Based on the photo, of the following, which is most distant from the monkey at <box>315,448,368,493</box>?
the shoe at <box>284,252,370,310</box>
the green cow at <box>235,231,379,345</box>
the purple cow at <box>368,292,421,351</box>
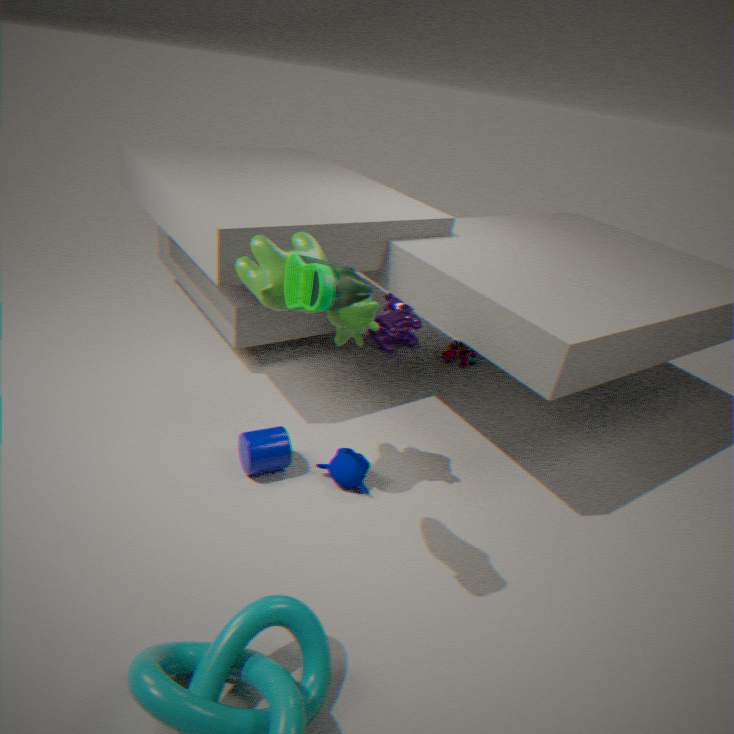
the purple cow at <box>368,292,421,351</box>
